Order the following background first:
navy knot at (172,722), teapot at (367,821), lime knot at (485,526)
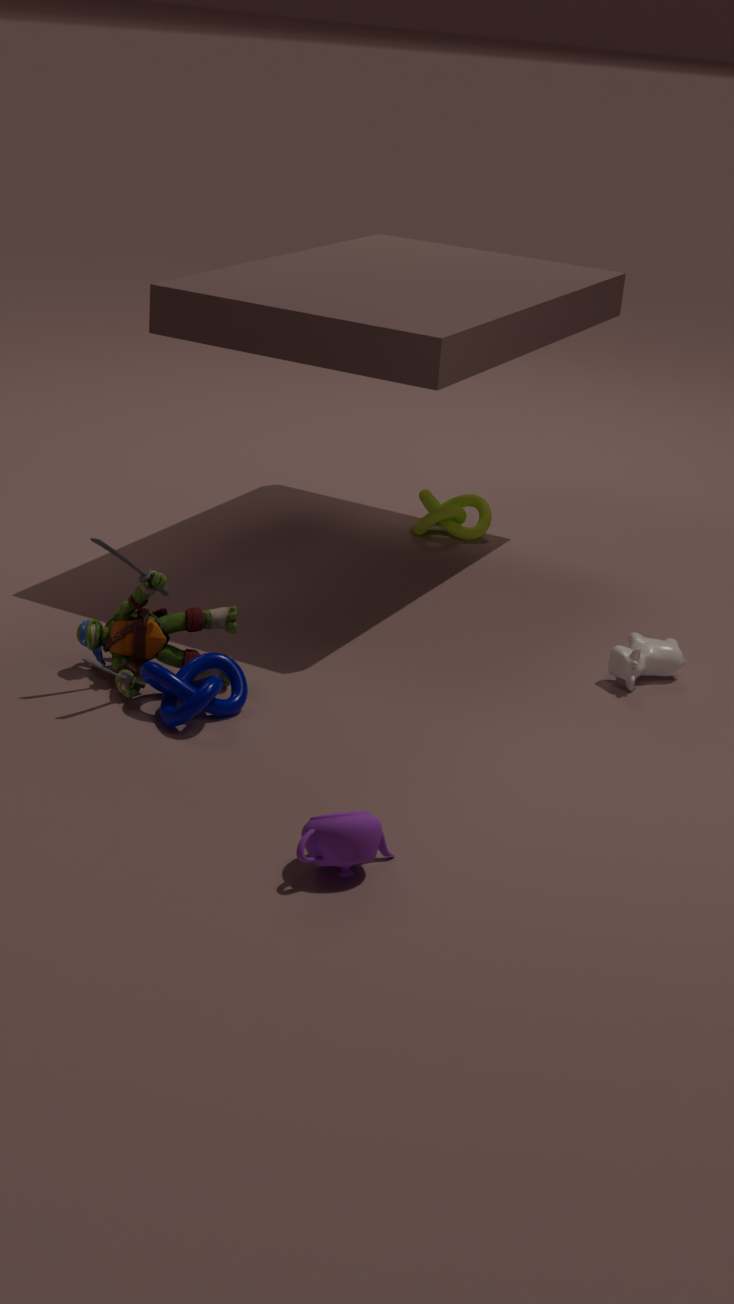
lime knot at (485,526), navy knot at (172,722), teapot at (367,821)
